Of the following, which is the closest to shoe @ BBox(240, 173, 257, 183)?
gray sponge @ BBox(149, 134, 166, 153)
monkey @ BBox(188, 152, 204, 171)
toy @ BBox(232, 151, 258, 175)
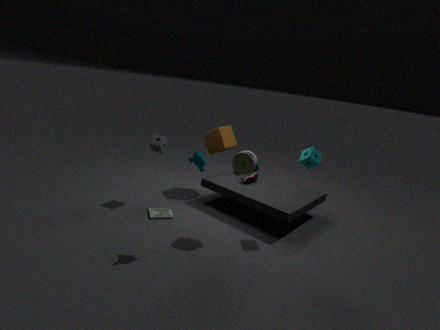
toy @ BBox(232, 151, 258, 175)
